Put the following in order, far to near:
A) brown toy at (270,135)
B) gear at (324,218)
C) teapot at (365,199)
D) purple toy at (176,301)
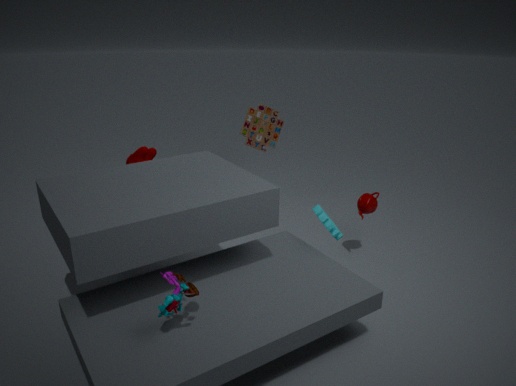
A. brown toy at (270,135) < C. teapot at (365,199) < B. gear at (324,218) < D. purple toy at (176,301)
